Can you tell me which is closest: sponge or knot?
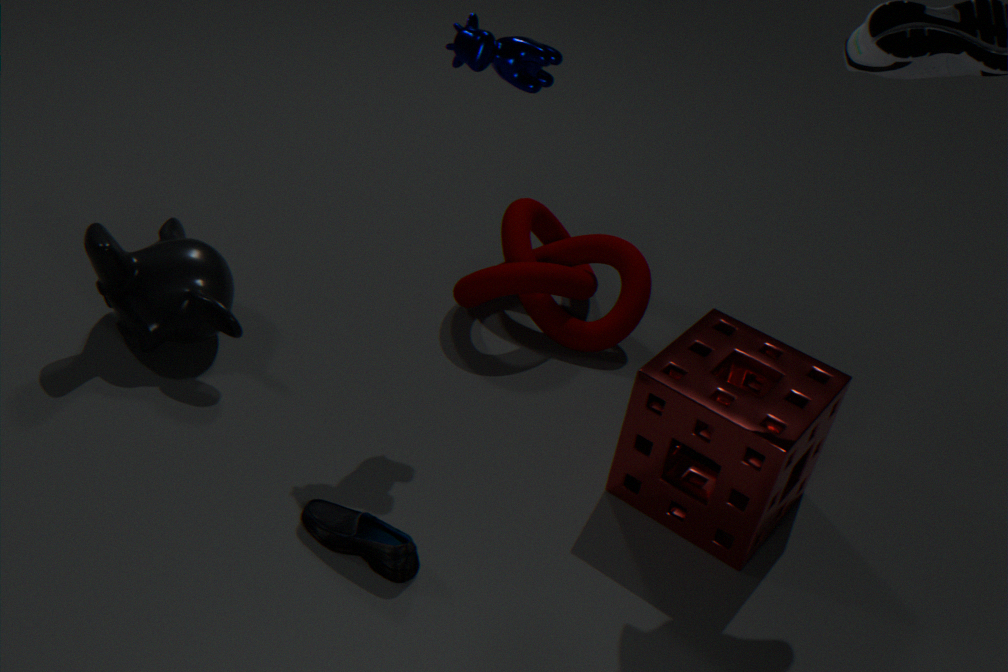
sponge
